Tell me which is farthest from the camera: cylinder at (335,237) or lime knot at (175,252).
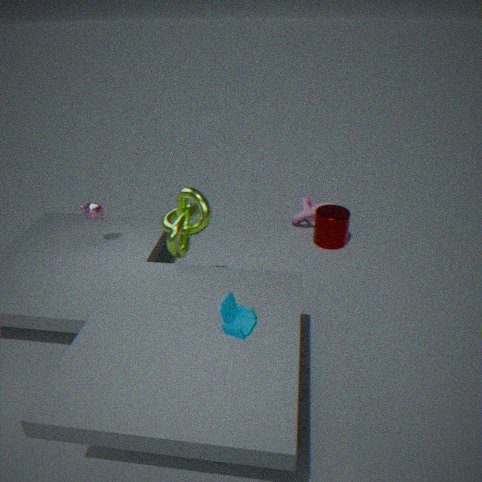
cylinder at (335,237)
